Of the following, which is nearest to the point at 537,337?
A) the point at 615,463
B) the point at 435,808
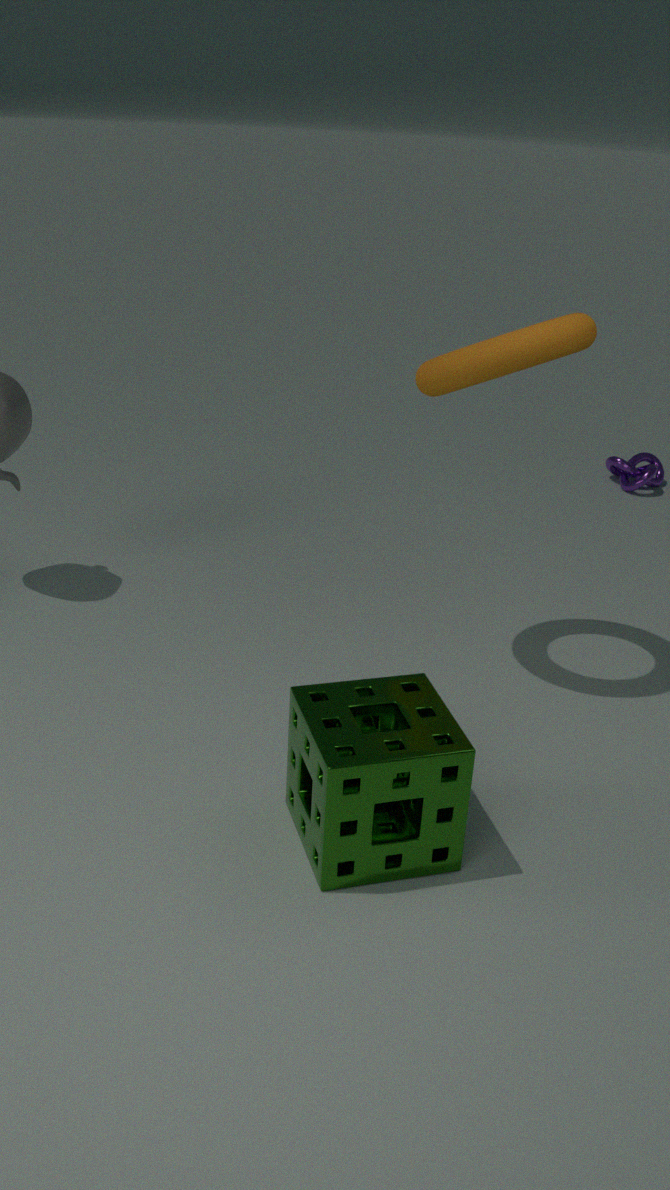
the point at 435,808
